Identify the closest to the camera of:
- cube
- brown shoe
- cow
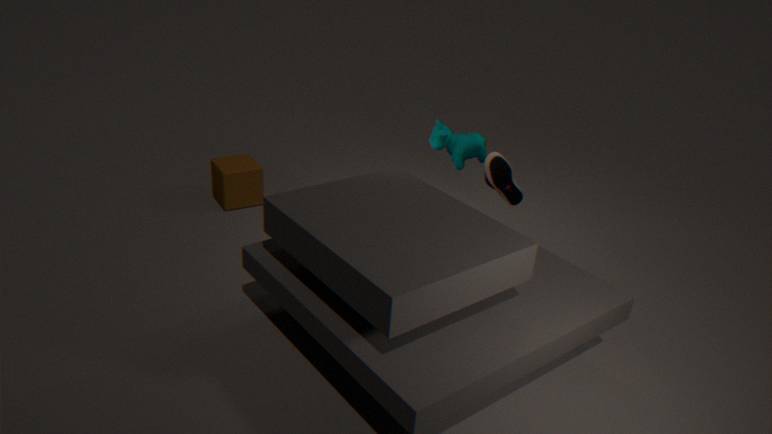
brown shoe
